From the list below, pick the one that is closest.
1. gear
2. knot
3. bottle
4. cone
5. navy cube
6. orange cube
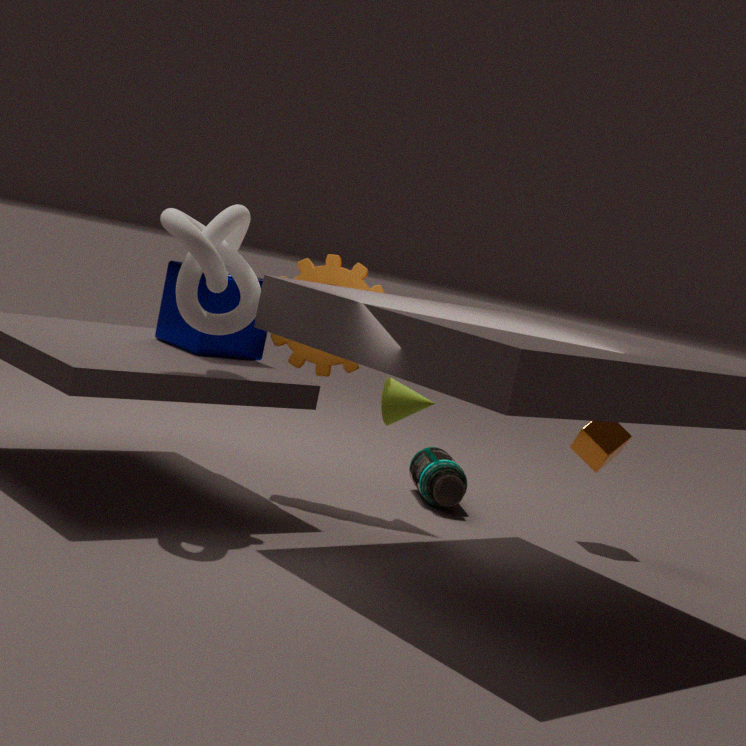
knot
